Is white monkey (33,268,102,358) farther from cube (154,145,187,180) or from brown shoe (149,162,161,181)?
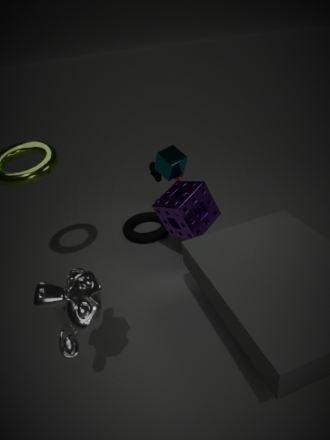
brown shoe (149,162,161,181)
